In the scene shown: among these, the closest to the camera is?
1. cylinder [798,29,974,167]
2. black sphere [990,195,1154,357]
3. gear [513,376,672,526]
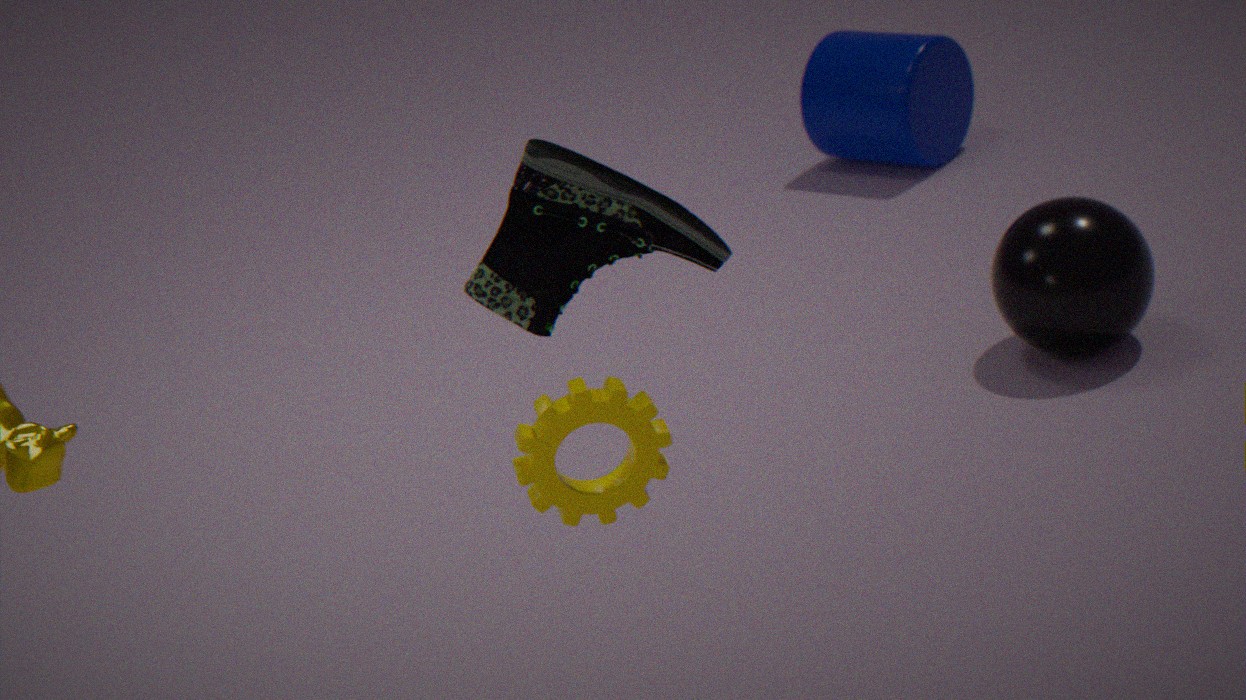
gear [513,376,672,526]
